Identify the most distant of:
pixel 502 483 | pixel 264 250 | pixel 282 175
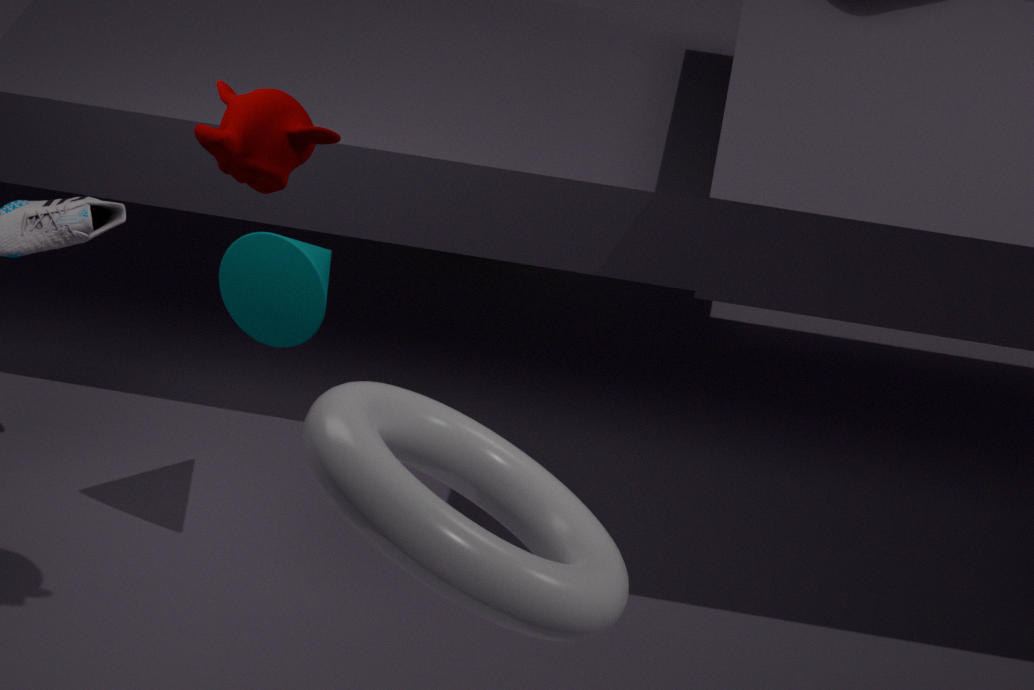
pixel 264 250
